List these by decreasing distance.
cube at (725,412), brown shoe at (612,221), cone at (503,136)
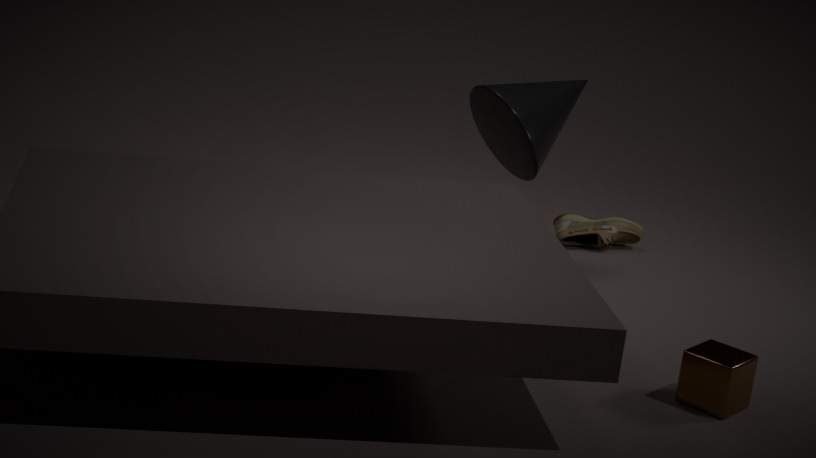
brown shoe at (612,221) → cone at (503,136) → cube at (725,412)
